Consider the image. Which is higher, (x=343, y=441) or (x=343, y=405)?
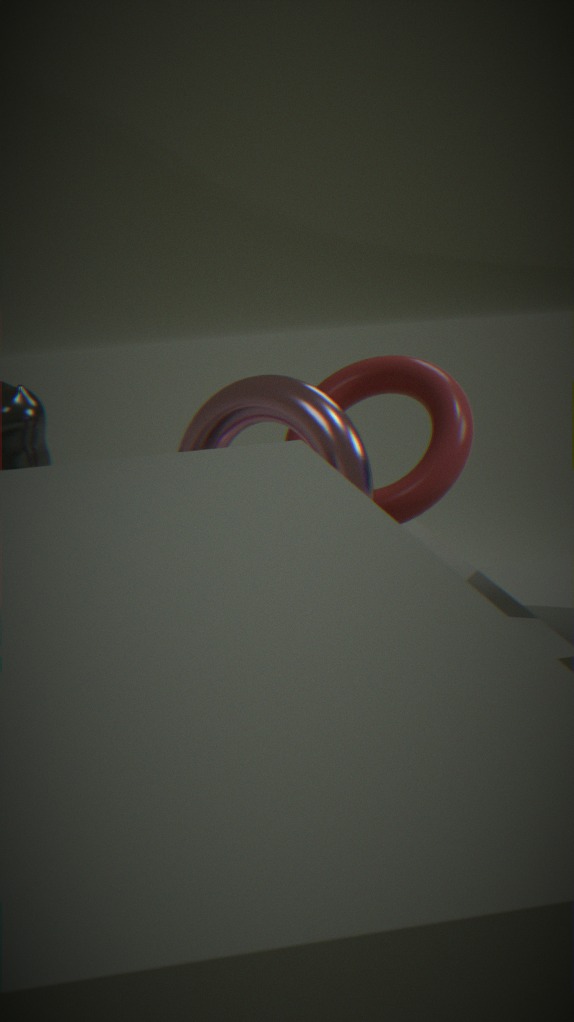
(x=343, y=405)
